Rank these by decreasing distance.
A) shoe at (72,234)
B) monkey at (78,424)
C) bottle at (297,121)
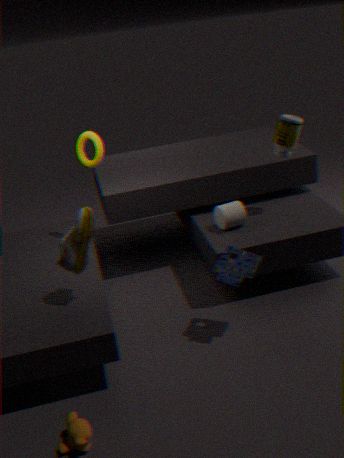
bottle at (297,121)
shoe at (72,234)
monkey at (78,424)
